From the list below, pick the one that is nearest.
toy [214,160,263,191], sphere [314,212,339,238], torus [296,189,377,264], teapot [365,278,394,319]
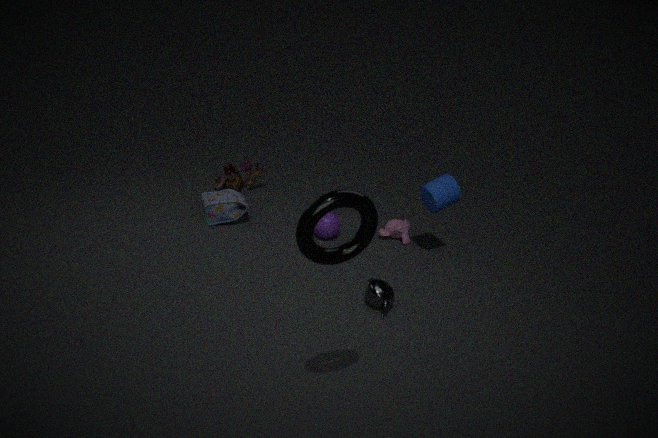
torus [296,189,377,264]
